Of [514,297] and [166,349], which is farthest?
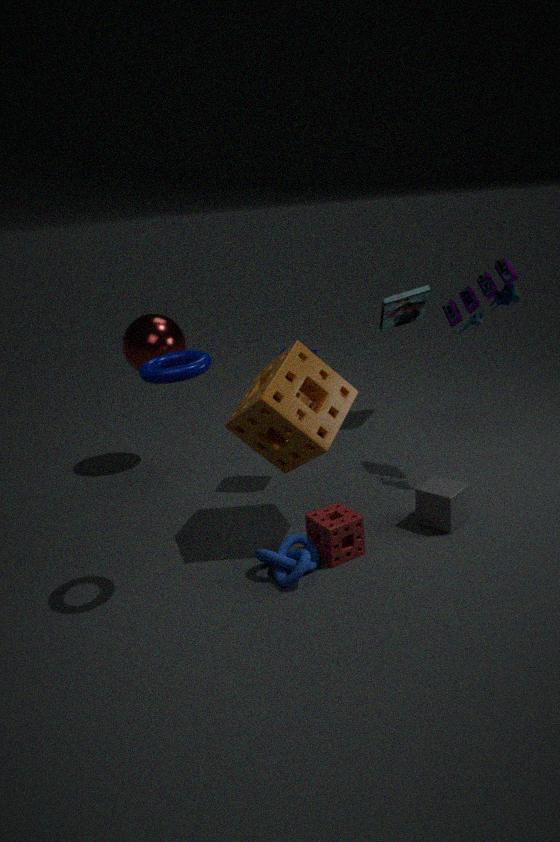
[166,349]
